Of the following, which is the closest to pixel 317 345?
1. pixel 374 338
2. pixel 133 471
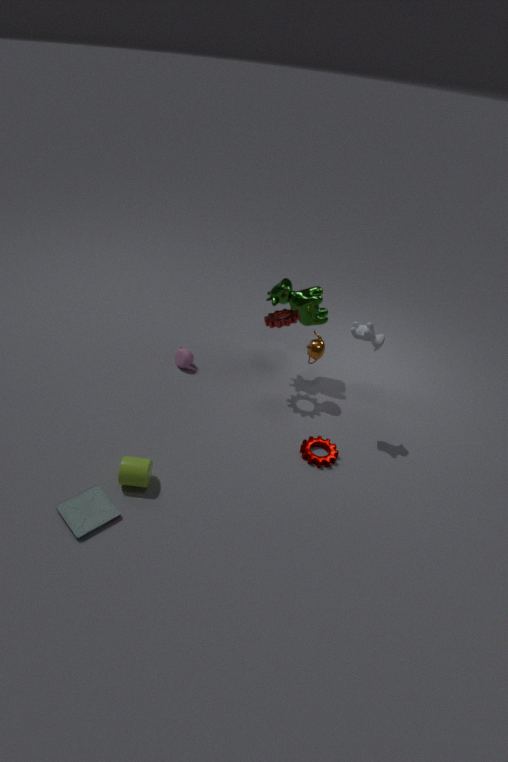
pixel 374 338
